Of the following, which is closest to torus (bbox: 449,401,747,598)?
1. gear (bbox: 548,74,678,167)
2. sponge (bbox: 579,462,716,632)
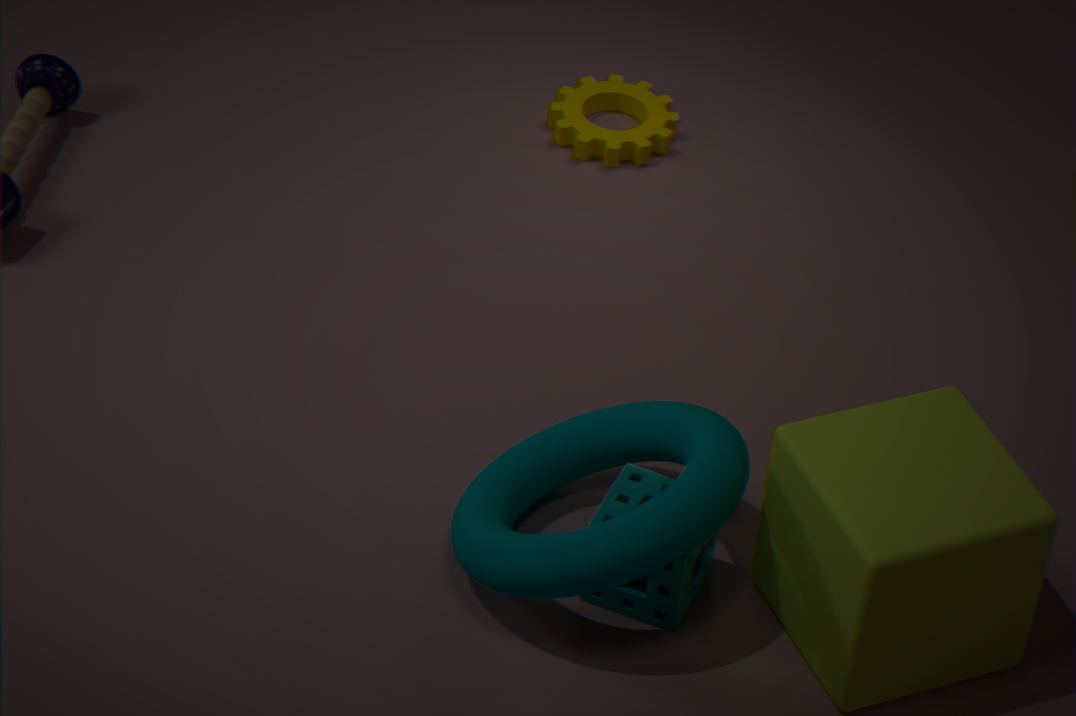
sponge (bbox: 579,462,716,632)
